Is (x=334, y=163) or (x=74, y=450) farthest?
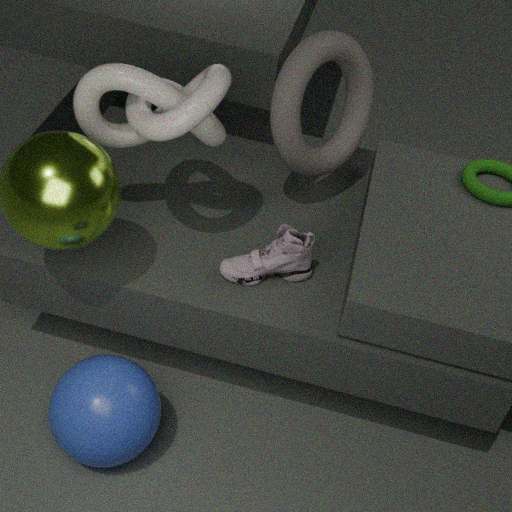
(x=334, y=163)
